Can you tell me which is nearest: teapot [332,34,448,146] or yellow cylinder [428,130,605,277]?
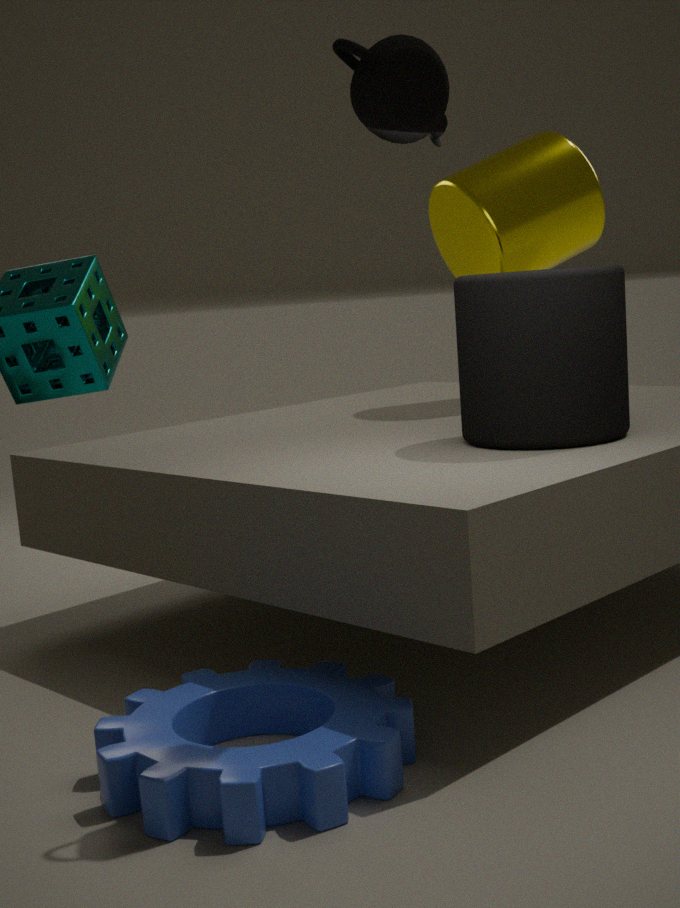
teapot [332,34,448,146]
